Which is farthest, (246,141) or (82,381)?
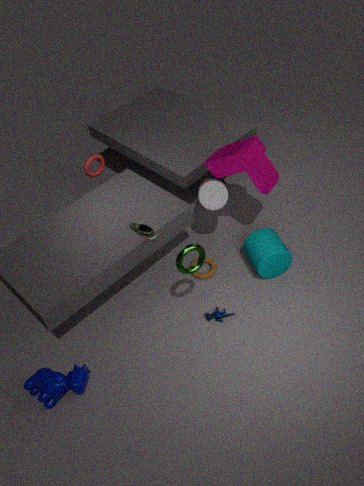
(246,141)
